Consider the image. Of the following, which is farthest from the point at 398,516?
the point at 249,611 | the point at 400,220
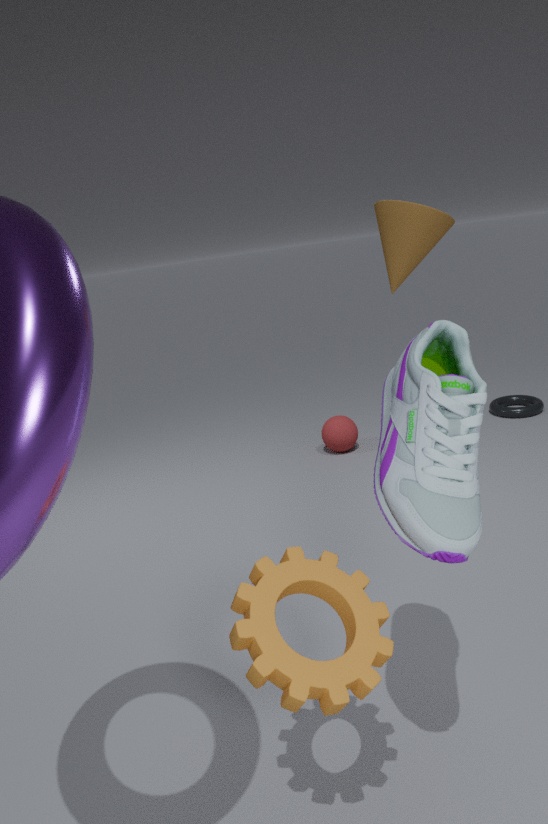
the point at 400,220
